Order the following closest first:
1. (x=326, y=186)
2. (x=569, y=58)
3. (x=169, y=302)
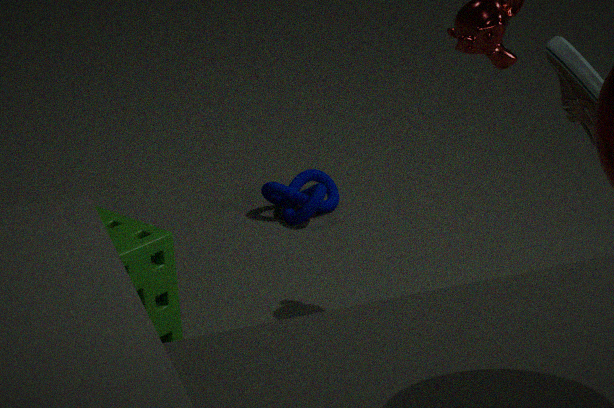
(x=569, y=58)
(x=169, y=302)
(x=326, y=186)
